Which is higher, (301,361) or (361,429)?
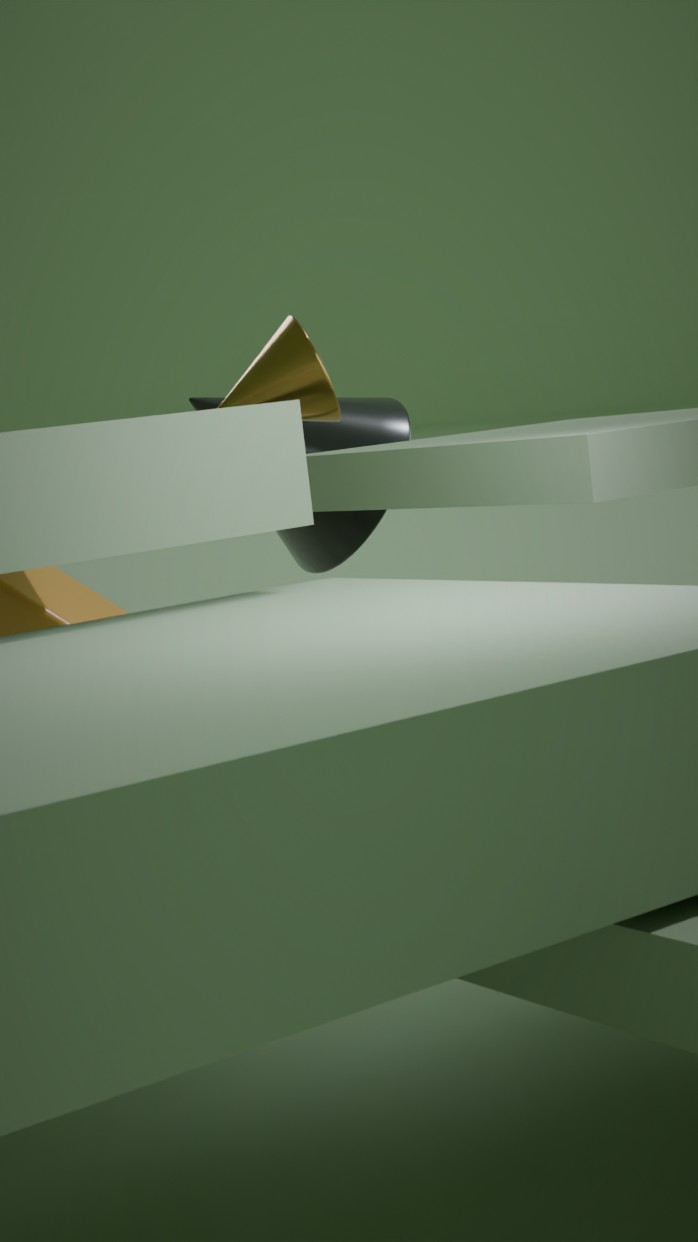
(301,361)
